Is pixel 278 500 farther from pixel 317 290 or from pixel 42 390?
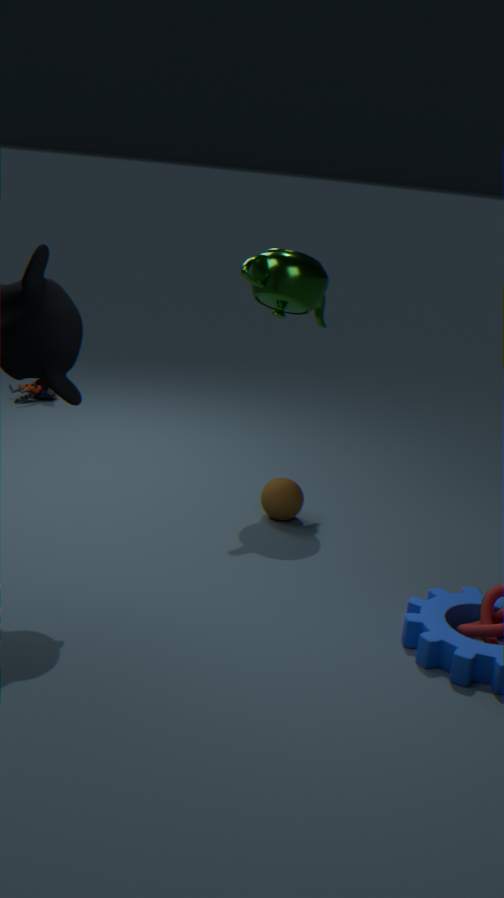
pixel 42 390
